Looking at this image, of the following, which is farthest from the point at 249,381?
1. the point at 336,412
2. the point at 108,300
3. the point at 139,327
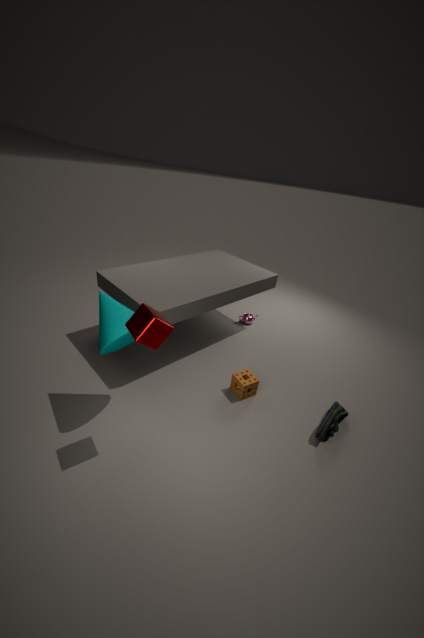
the point at 139,327
